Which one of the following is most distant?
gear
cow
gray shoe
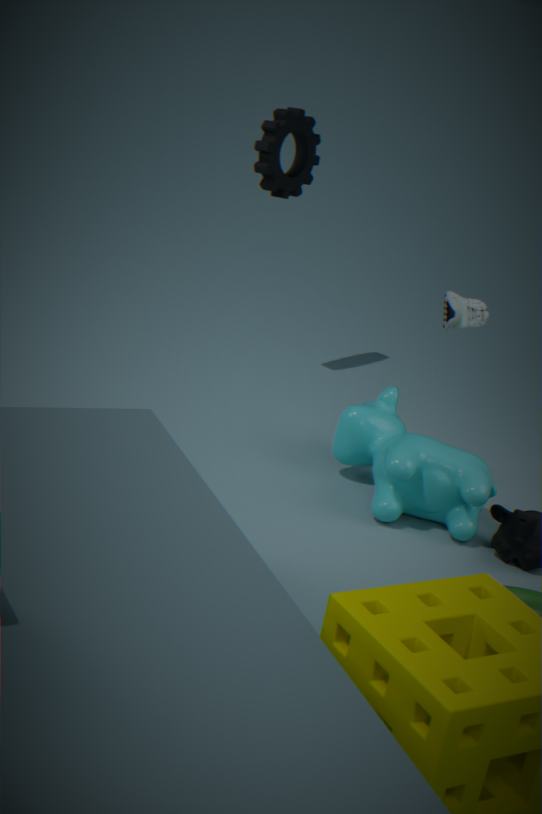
gear
